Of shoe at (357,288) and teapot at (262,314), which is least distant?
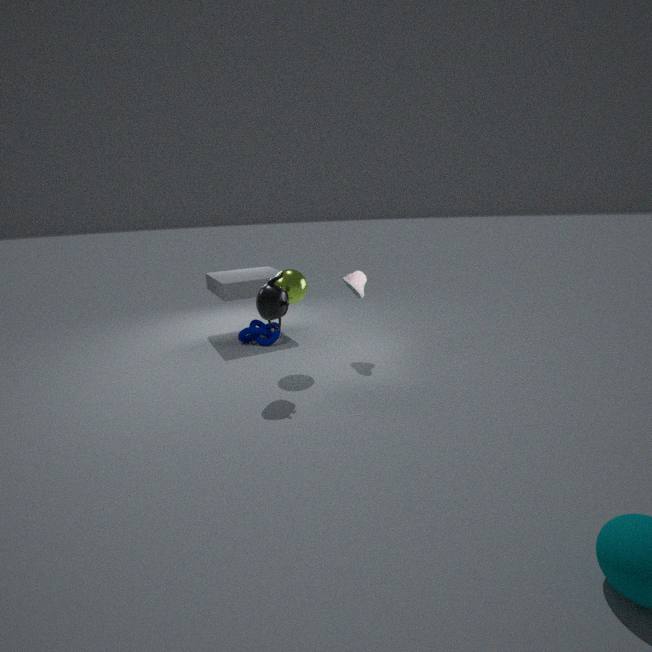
teapot at (262,314)
